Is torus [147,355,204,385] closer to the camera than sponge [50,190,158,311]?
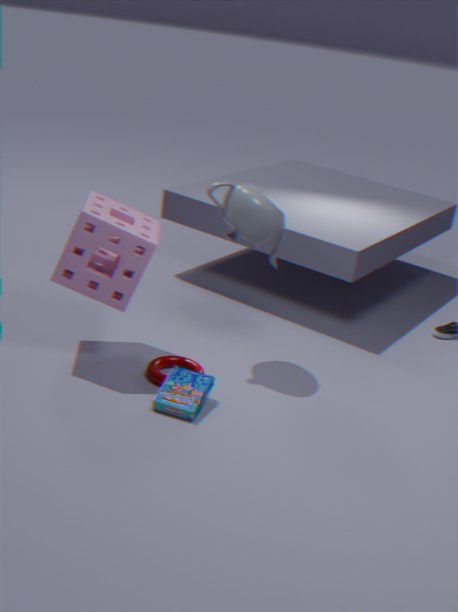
No
